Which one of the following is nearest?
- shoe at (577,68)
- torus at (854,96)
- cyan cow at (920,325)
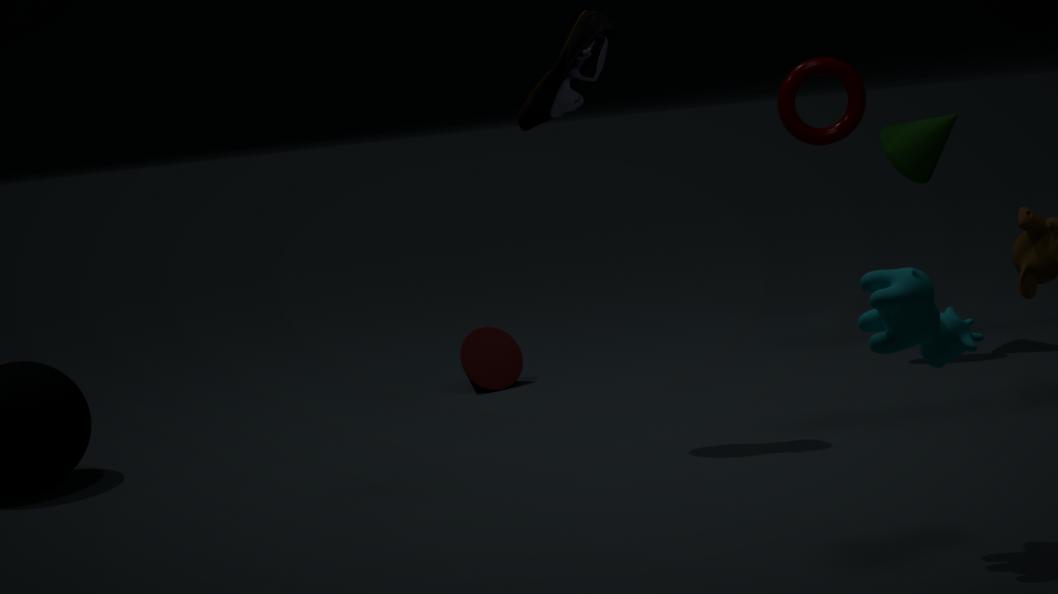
cyan cow at (920,325)
